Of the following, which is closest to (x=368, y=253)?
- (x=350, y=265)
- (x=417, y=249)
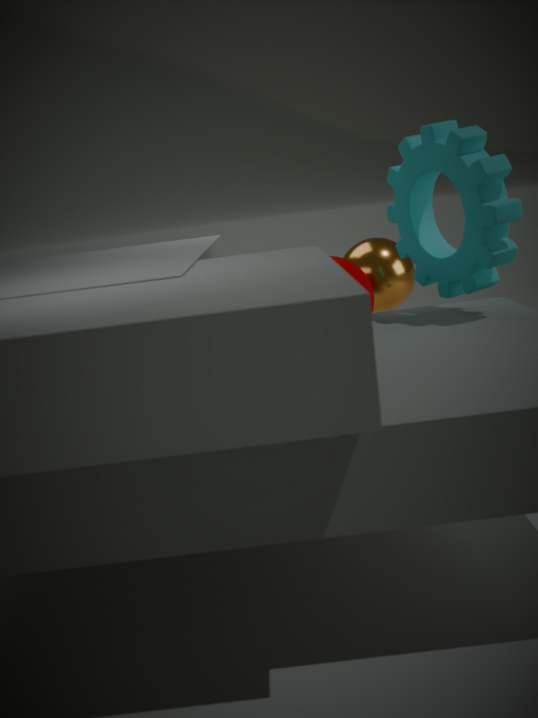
(x=350, y=265)
